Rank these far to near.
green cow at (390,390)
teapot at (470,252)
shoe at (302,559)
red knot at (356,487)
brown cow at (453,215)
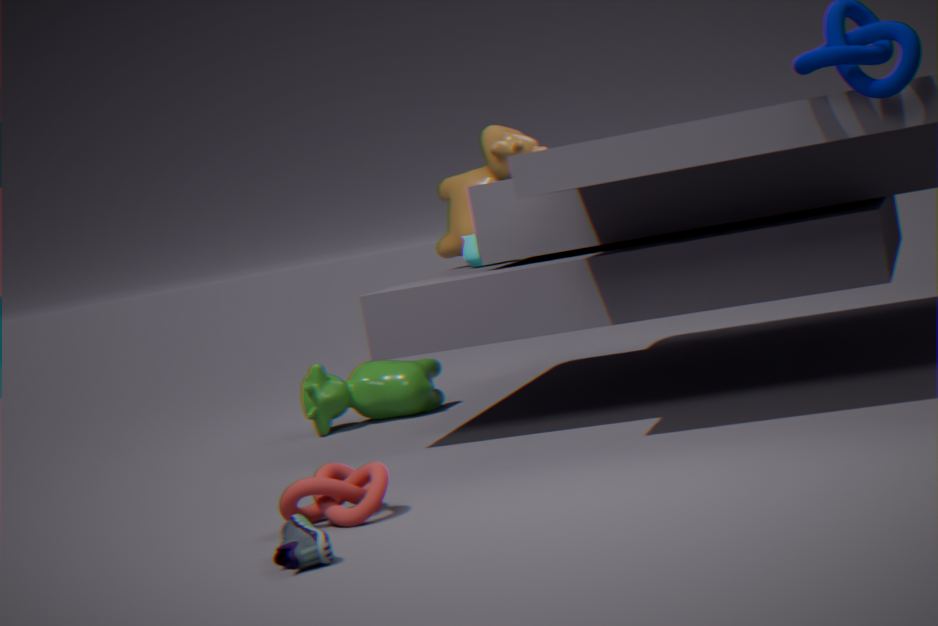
green cow at (390,390) < brown cow at (453,215) < teapot at (470,252) < red knot at (356,487) < shoe at (302,559)
